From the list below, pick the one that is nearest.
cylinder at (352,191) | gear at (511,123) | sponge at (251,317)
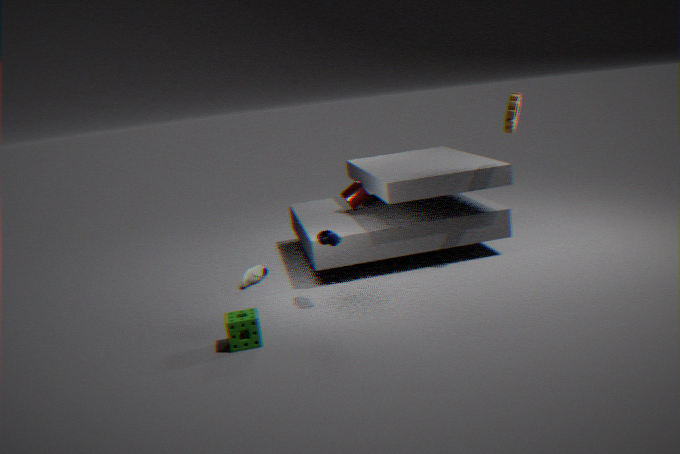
sponge at (251,317)
